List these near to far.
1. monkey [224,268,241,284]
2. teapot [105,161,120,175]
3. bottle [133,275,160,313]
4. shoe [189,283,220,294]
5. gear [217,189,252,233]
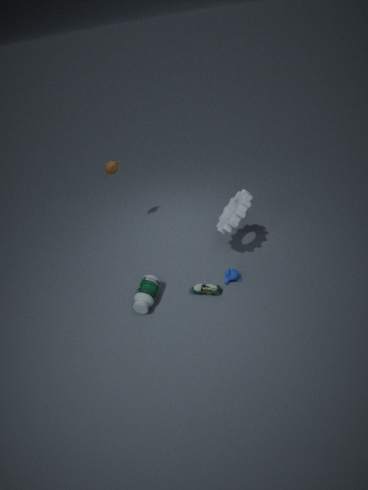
bottle [133,275,160,313] < gear [217,189,252,233] < shoe [189,283,220,294] < monkey [224,268,241,284] < teapot [105,161,120,175]
